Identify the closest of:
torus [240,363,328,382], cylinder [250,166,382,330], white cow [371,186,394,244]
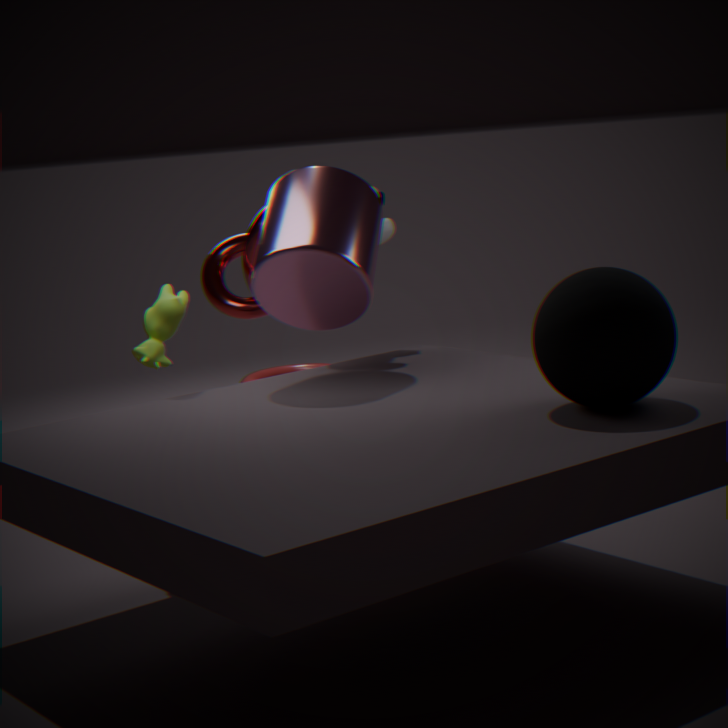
cylinder [250,166,382,330]
